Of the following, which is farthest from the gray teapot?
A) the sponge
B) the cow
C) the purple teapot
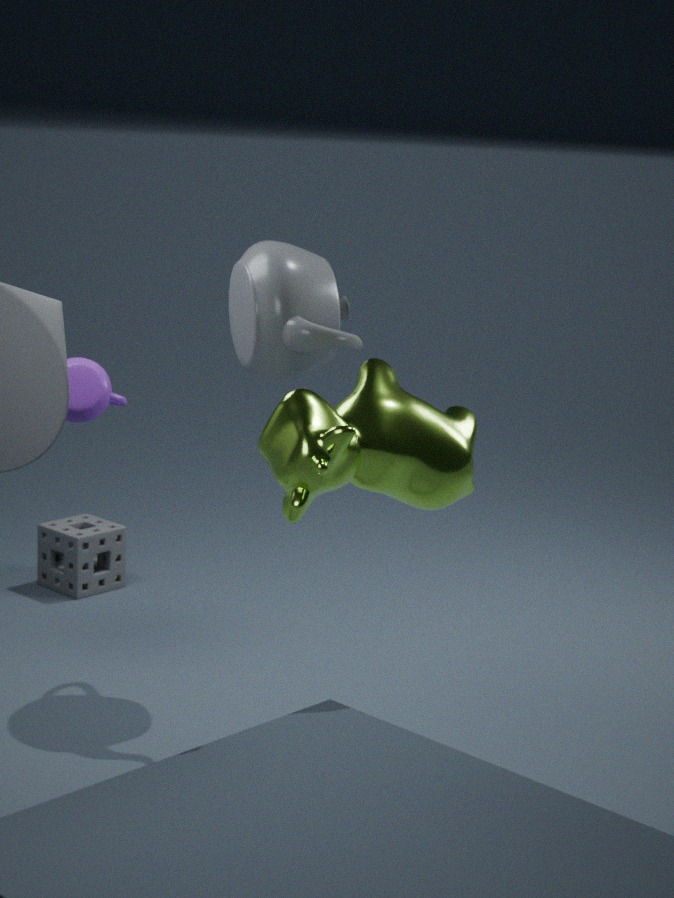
the sponge
